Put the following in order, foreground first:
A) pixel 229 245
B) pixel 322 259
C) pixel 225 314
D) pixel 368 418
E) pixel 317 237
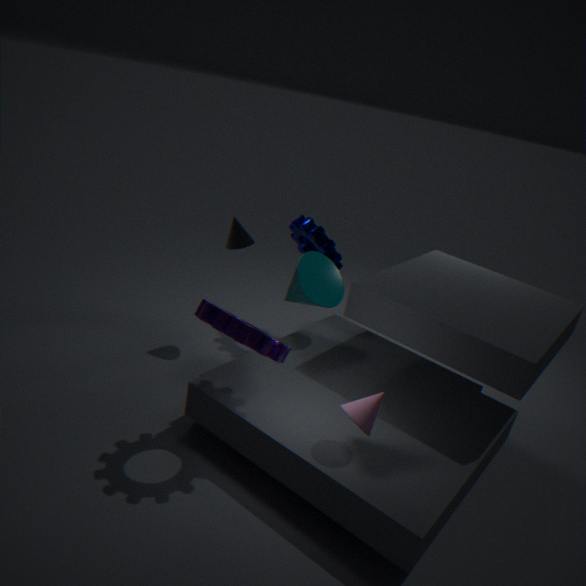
pixel 225 314
pixel 368 418
pixel 322 259
pixel 229 245
pixel 317 237
